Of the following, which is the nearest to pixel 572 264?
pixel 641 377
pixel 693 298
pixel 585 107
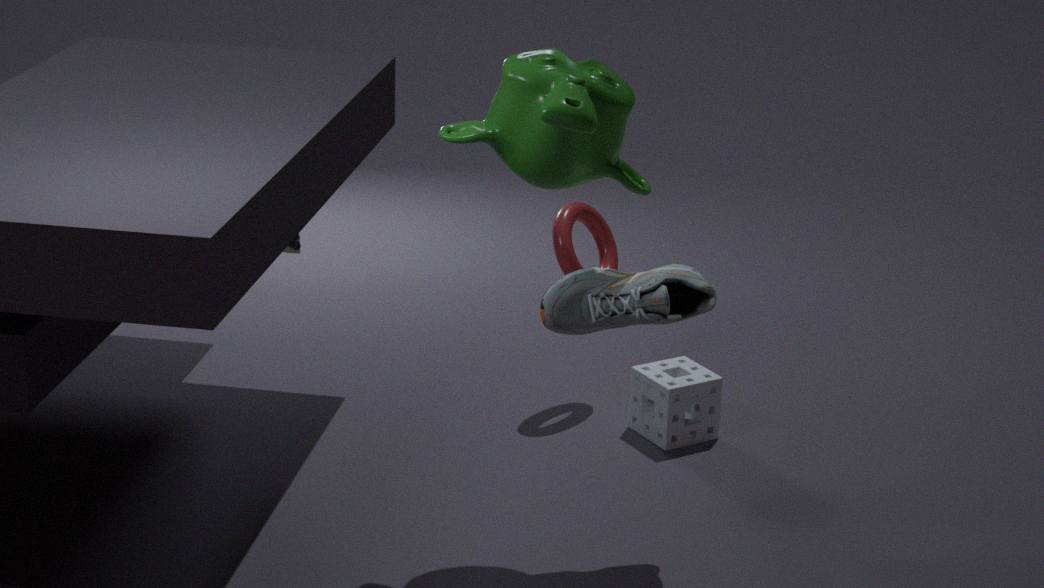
pixel 641 377
